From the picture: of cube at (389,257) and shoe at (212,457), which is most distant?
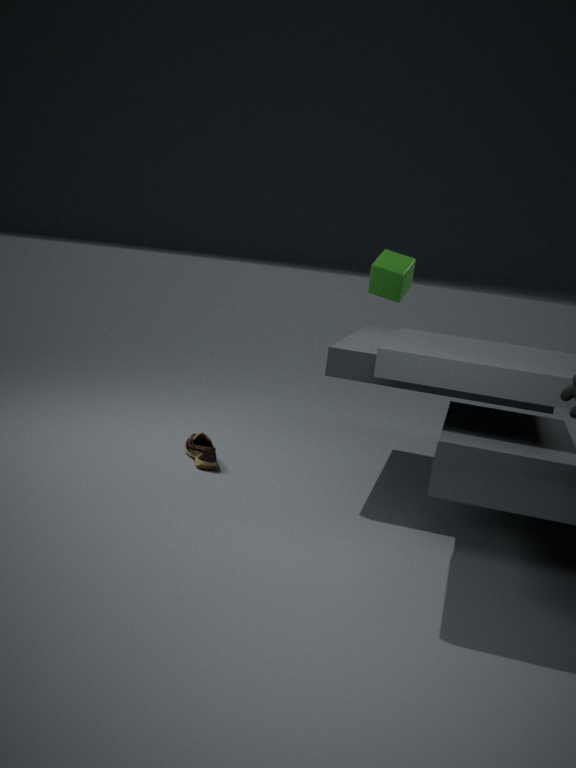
shoe at (212,457)
